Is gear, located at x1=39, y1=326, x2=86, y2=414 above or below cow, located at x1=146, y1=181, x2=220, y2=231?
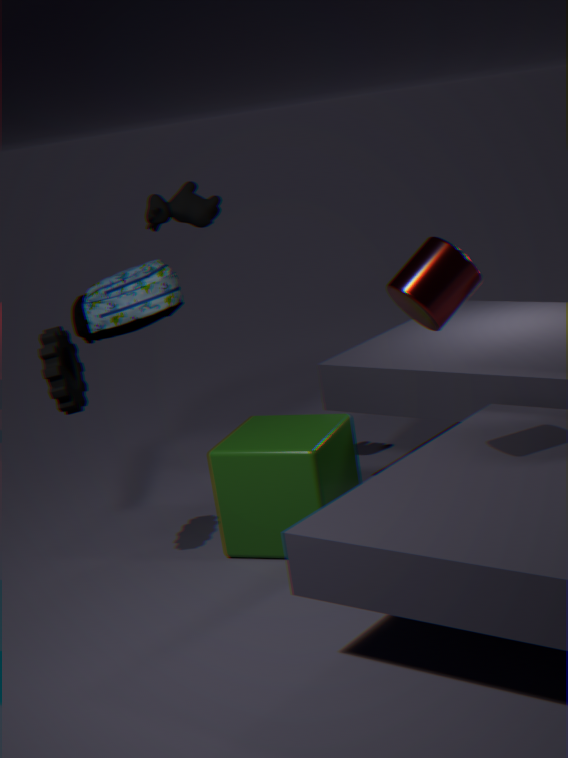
below
